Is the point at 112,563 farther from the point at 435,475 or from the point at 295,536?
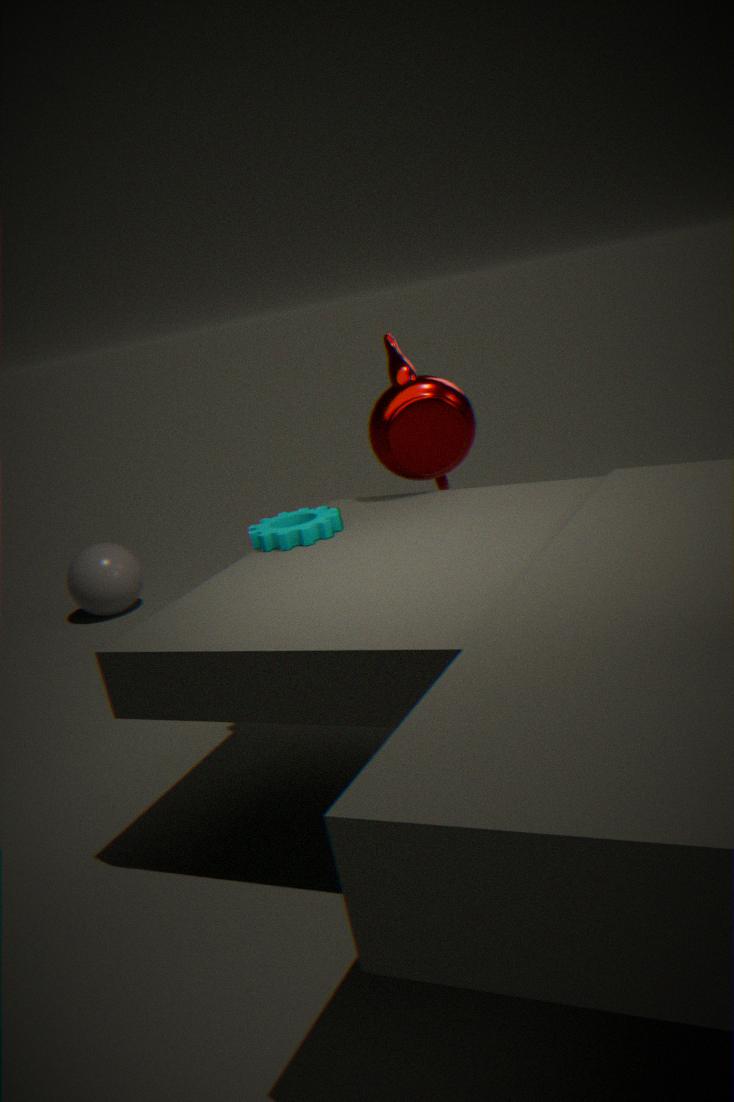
the point at 435,475
